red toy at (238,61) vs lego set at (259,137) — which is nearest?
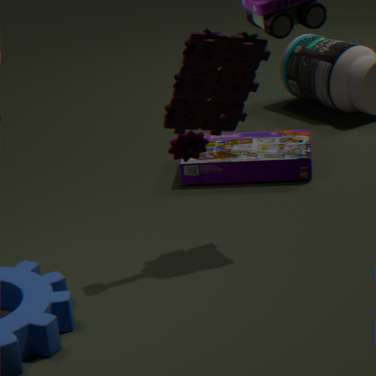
red toy at (238,61)
